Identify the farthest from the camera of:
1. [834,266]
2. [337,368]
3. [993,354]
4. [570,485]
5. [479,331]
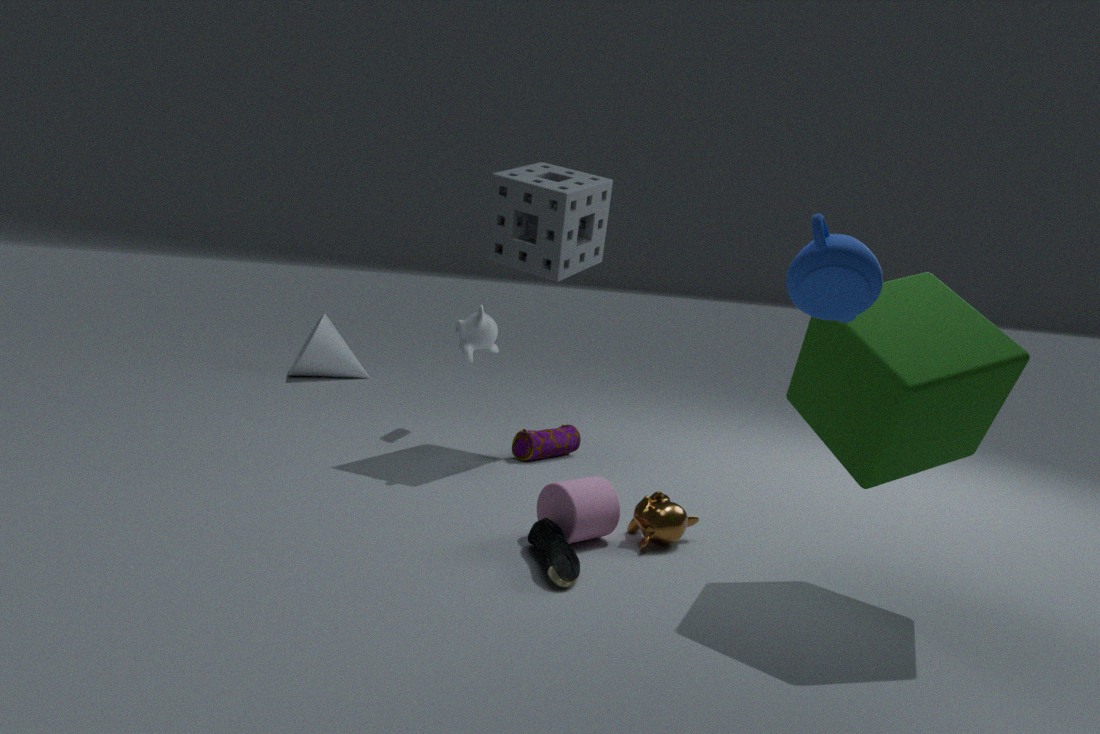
[337,368]
